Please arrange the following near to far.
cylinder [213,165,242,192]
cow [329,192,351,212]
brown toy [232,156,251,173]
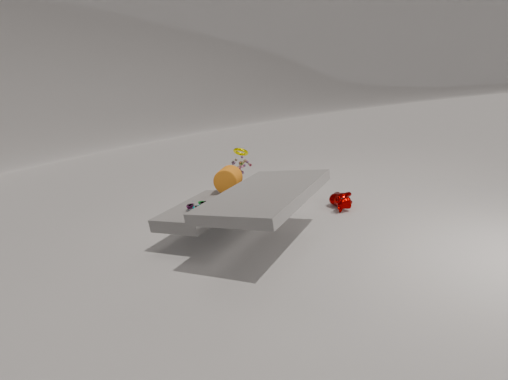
cow [329,192,351,212] < cylinder [213,165,242,192] < brown toy [232,156,251,173]
